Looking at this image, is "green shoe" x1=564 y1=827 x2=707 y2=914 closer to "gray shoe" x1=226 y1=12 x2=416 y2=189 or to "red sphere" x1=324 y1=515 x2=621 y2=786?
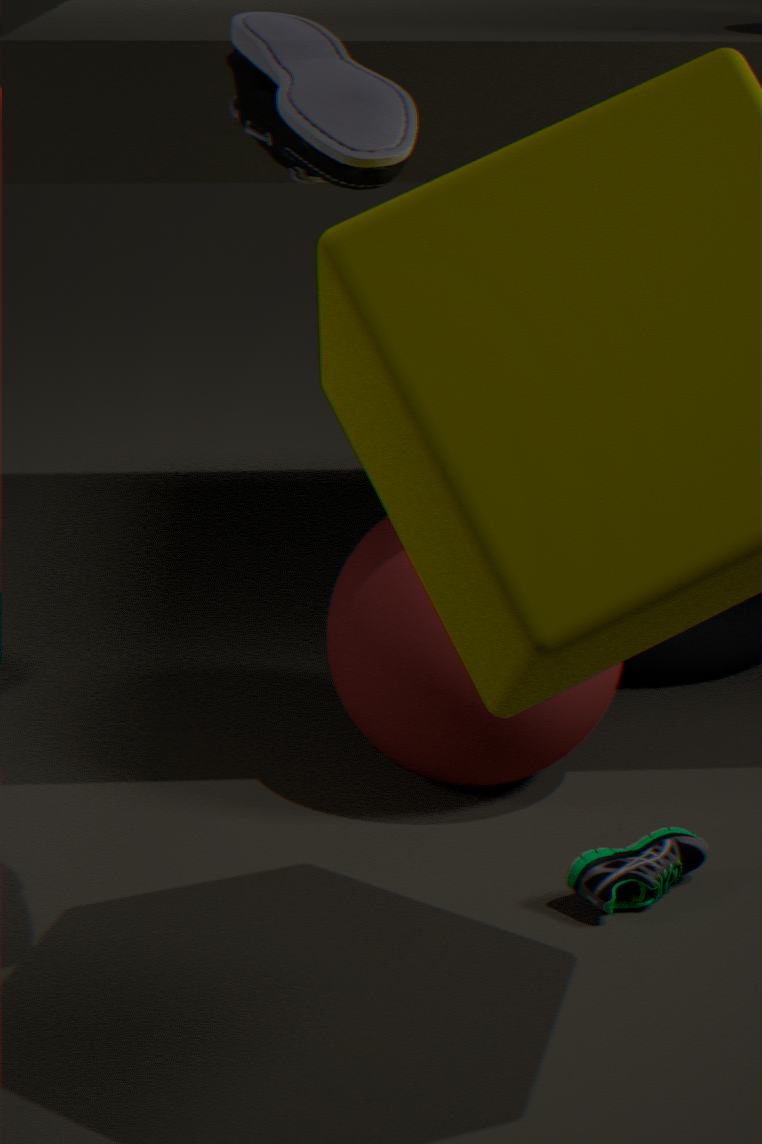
"red sphere" x1=324 y1=515 x2=621 y2=786
